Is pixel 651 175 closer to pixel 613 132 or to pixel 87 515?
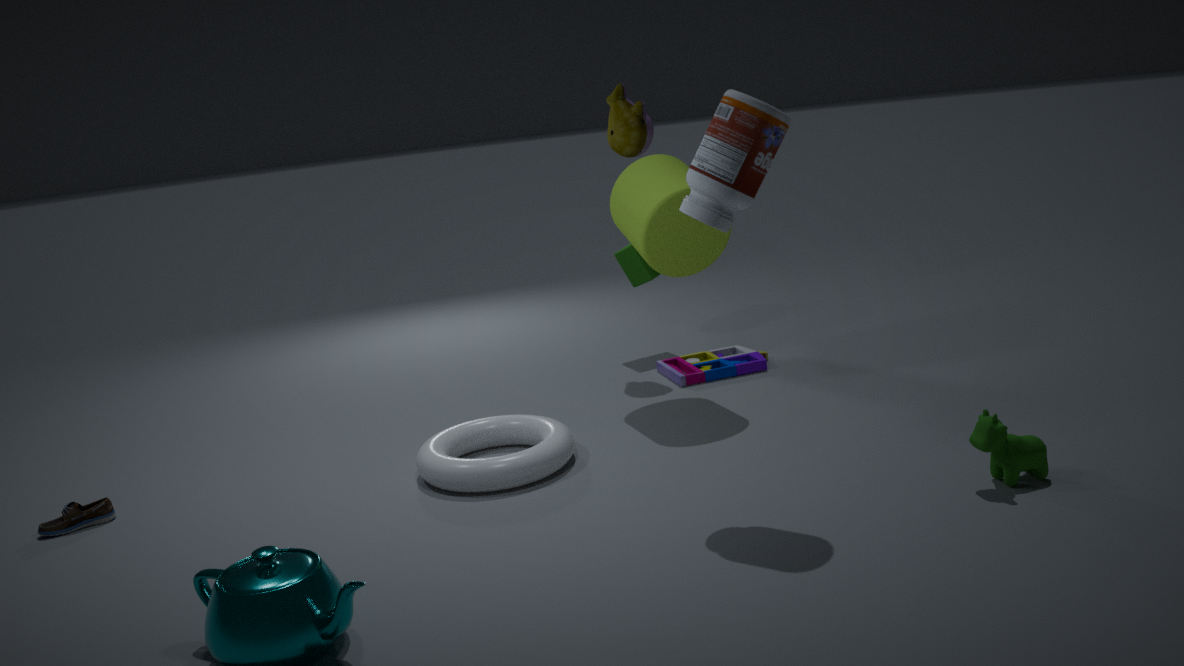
pixel 613 132
